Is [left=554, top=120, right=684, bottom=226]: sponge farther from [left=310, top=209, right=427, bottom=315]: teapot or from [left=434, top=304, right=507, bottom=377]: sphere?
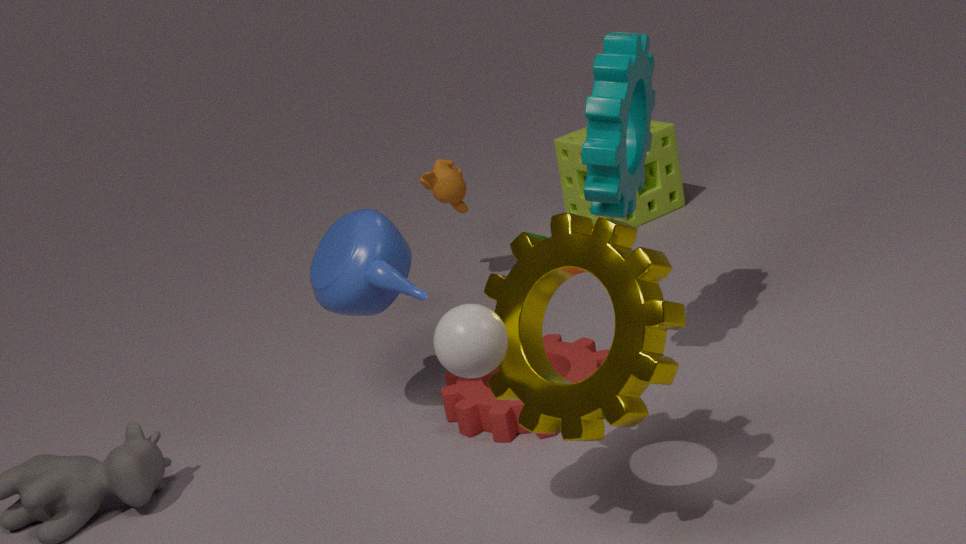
[left=434, top=304, right=507, bottom=377]: sphere
